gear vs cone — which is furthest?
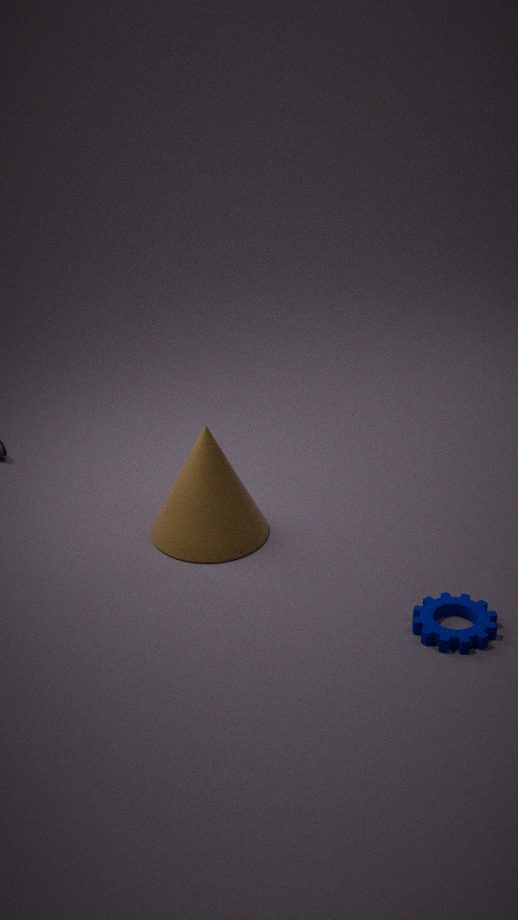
cone
